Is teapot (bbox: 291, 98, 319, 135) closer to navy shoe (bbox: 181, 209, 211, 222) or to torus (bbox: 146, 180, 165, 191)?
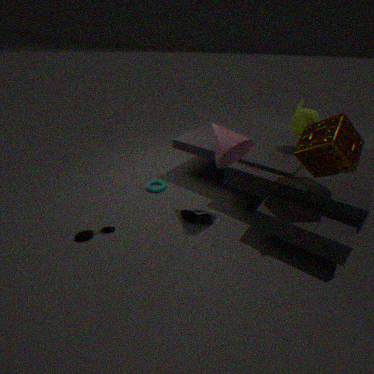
navy shoe (bbox: 181, 209, 211, 222)
